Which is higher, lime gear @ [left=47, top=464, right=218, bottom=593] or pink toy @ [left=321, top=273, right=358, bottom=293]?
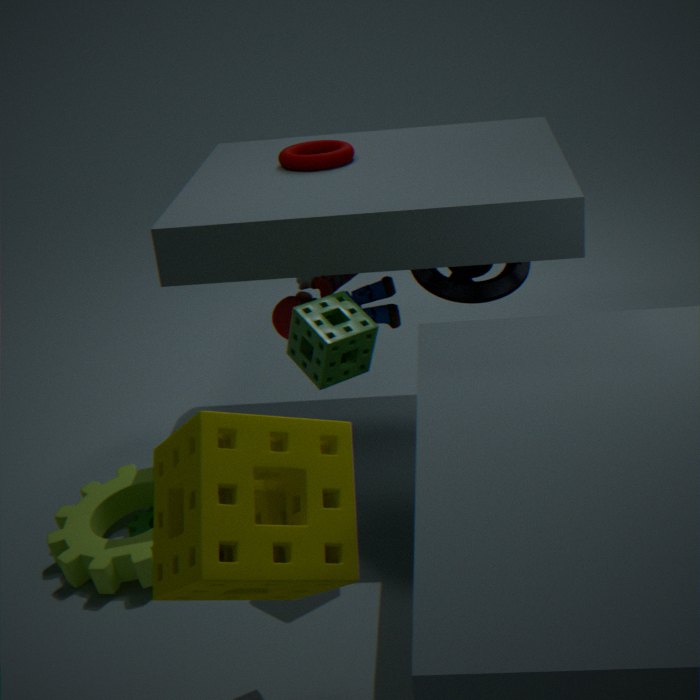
pink toy @ [left=321, top=273, right=358, bottom=293]
